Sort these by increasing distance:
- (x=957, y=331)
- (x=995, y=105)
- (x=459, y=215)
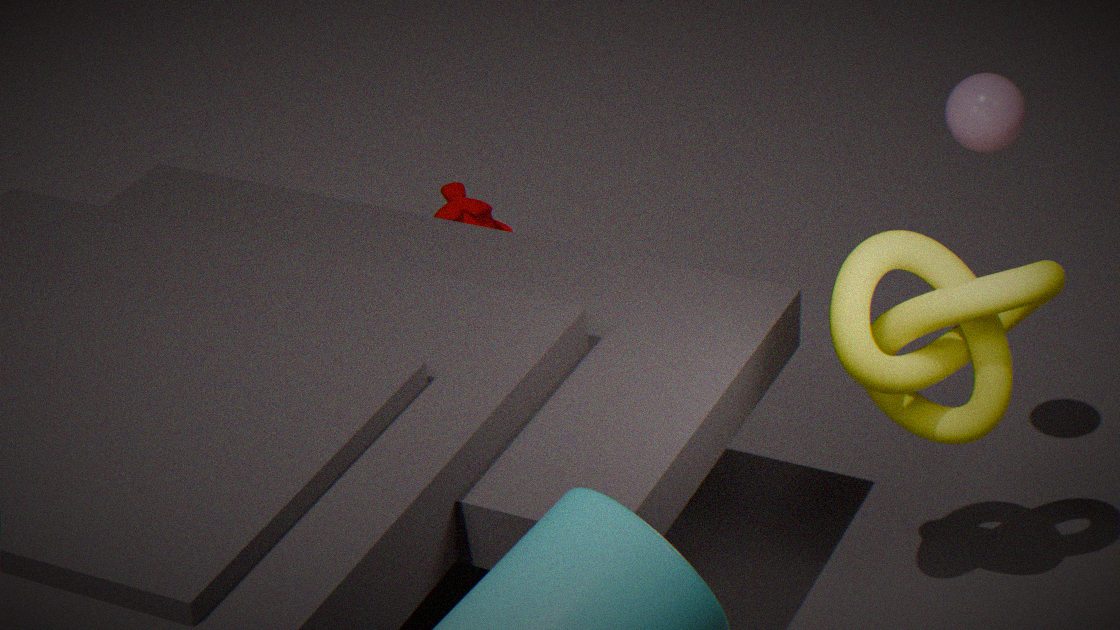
(x=957, y=331), (x=995, y=105), (x=459, y=215)
